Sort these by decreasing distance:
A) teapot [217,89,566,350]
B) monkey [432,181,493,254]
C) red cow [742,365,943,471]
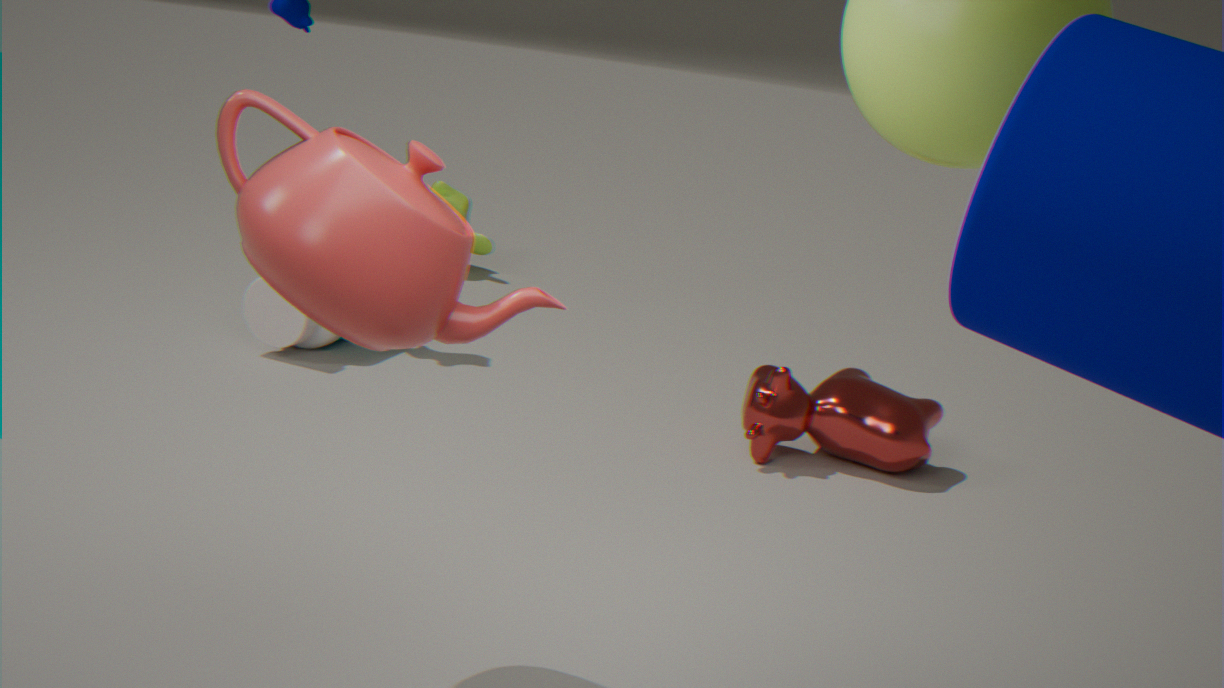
monkey [432,181,493,254], red cow [742,365,943,471], teapot [217,89,566,350]
